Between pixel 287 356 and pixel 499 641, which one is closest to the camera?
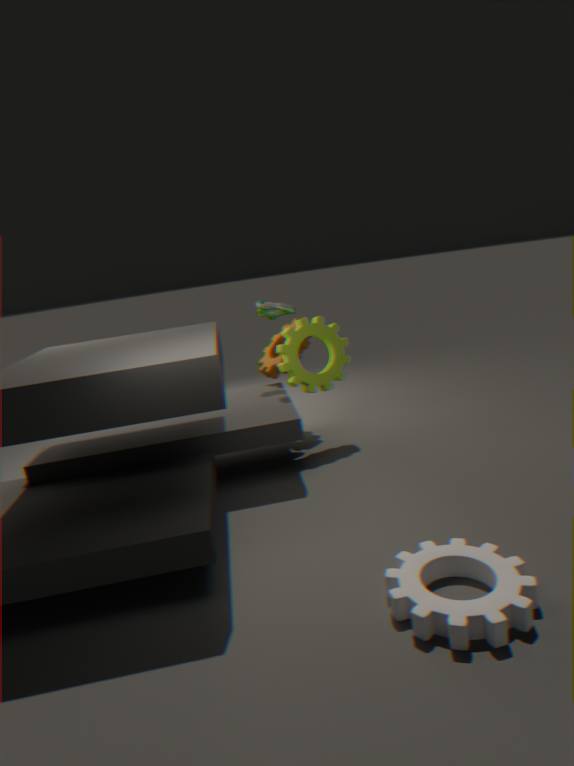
pixel 499 641
